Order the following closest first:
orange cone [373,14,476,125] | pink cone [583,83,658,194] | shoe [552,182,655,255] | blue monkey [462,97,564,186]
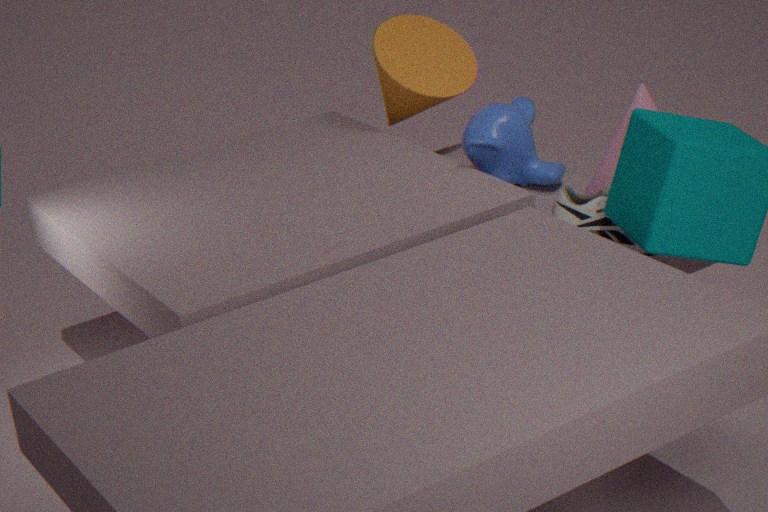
shoe [552,182,655,255] → pink cone [583,83,658,194] → blue monkey [462,97,564,186] → orange cone [373,14,476,125]
